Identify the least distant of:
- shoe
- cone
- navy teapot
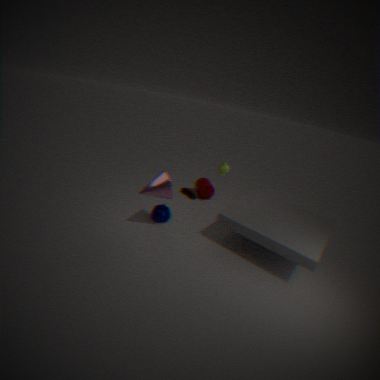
cone
